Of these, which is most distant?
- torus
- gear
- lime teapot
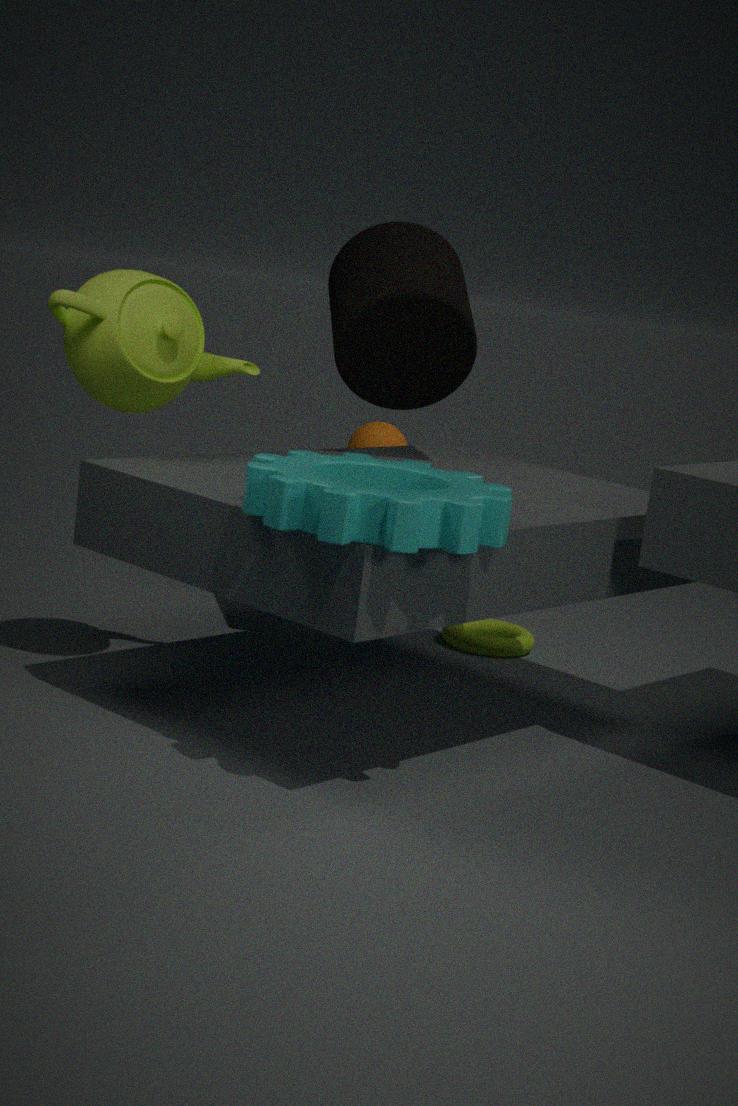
torus
